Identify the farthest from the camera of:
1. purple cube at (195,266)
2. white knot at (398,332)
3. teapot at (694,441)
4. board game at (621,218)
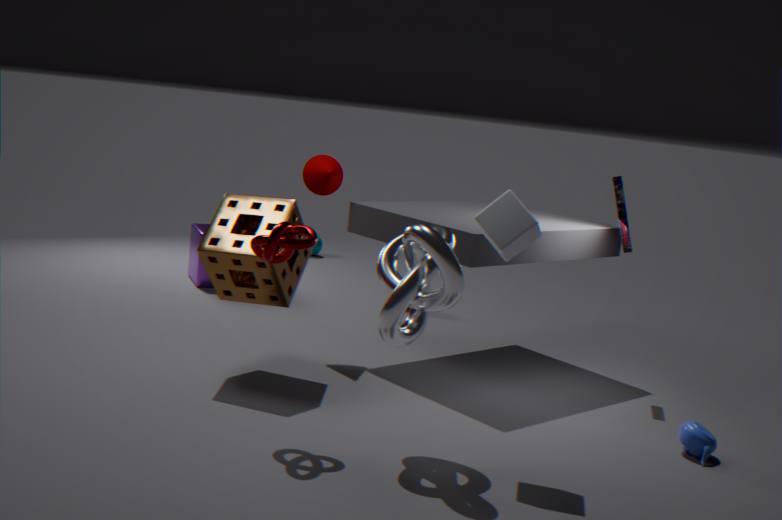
purple cube at (195,266)
